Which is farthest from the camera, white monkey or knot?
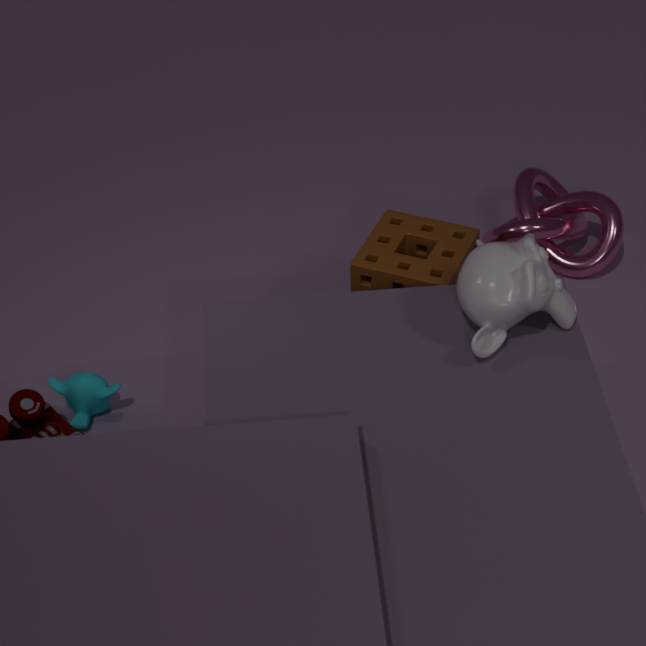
knot
